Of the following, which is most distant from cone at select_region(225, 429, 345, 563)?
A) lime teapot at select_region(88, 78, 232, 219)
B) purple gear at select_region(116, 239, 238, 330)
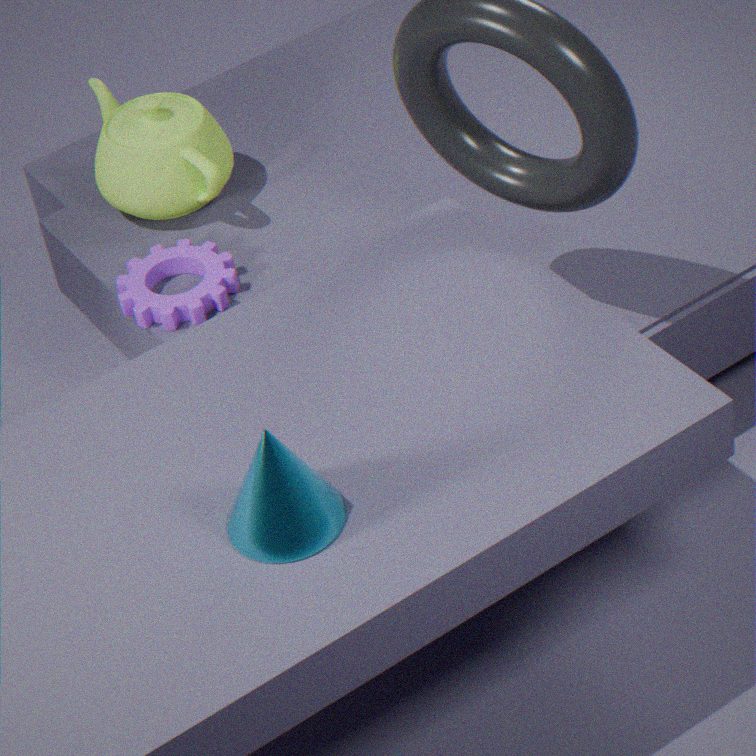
lime teapot at select_region(88, 78, 232, 219)
